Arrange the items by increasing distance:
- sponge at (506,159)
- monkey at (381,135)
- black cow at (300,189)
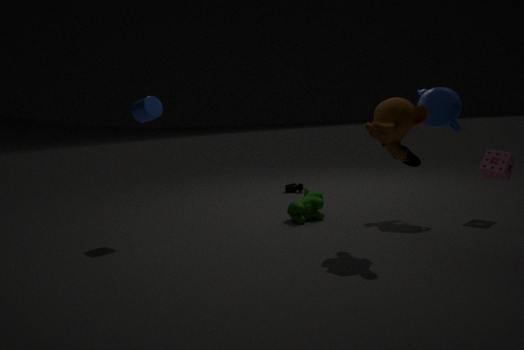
1. monkey at (381,135)
2. sponge at (506,159)
3. black cow at (300,189)
